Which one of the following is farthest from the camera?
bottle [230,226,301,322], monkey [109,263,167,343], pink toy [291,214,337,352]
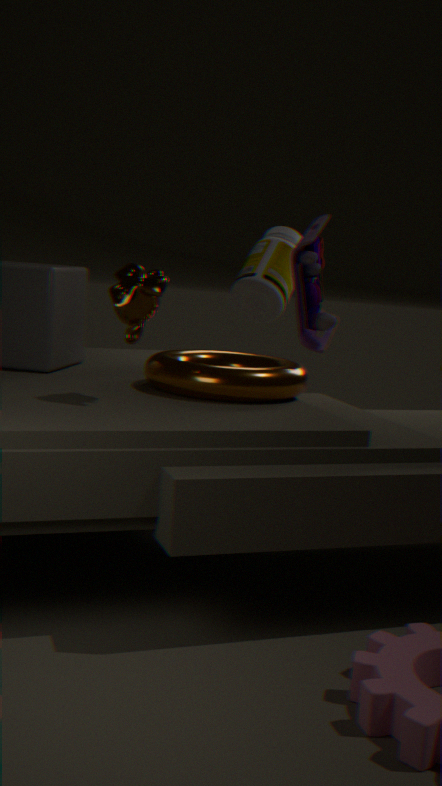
bottle [230,226,301,322]
